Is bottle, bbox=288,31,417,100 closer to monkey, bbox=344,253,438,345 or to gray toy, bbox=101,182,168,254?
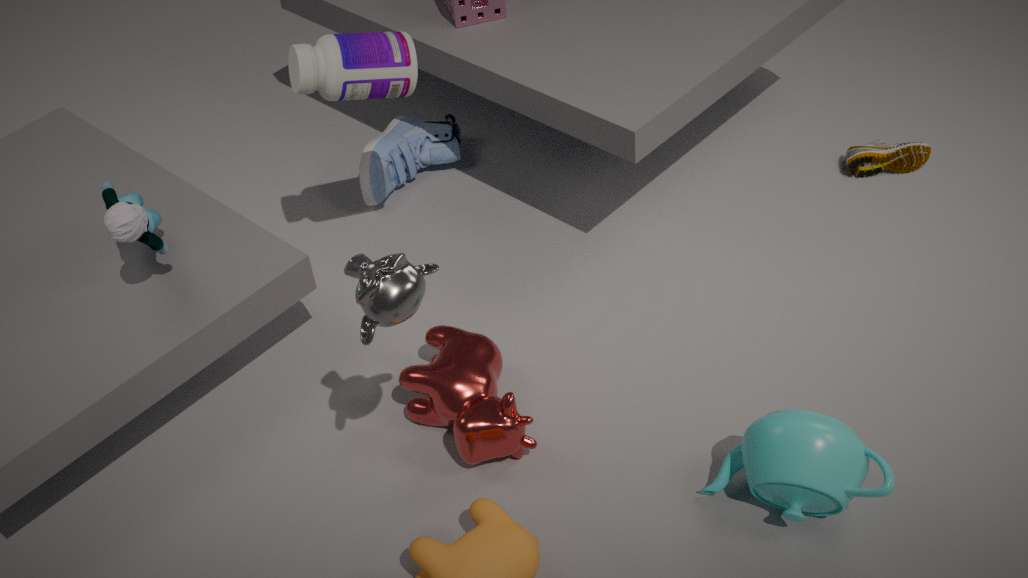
gray toy, bbox=101,182,168,254
